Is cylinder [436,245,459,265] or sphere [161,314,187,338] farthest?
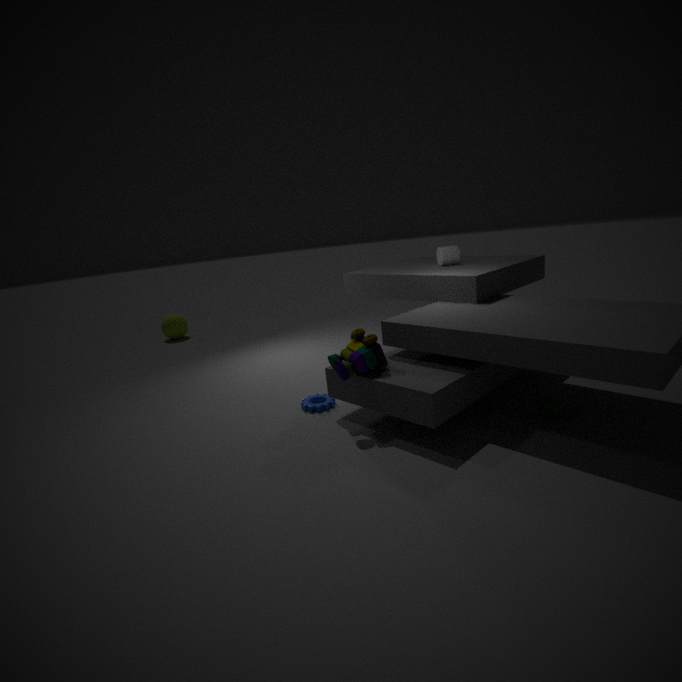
sphere [161,314,187,338]
